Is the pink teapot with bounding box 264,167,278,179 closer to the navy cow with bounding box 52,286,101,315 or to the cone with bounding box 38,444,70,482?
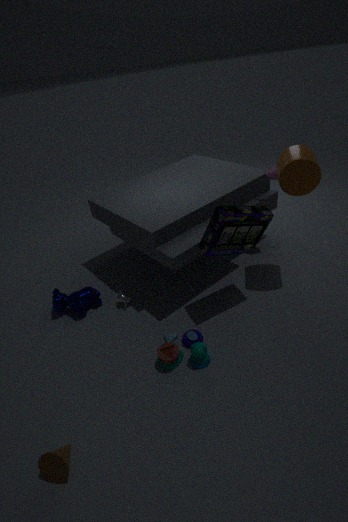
the navy cow with bounding box 52,286,101,315
